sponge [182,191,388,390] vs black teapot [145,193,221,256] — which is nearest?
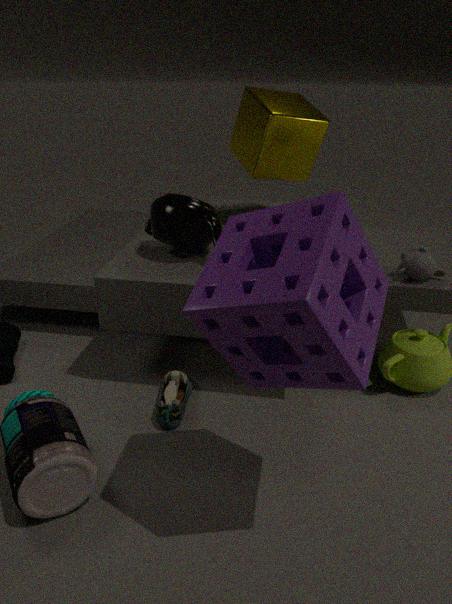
sponge [182,191,388,390]
